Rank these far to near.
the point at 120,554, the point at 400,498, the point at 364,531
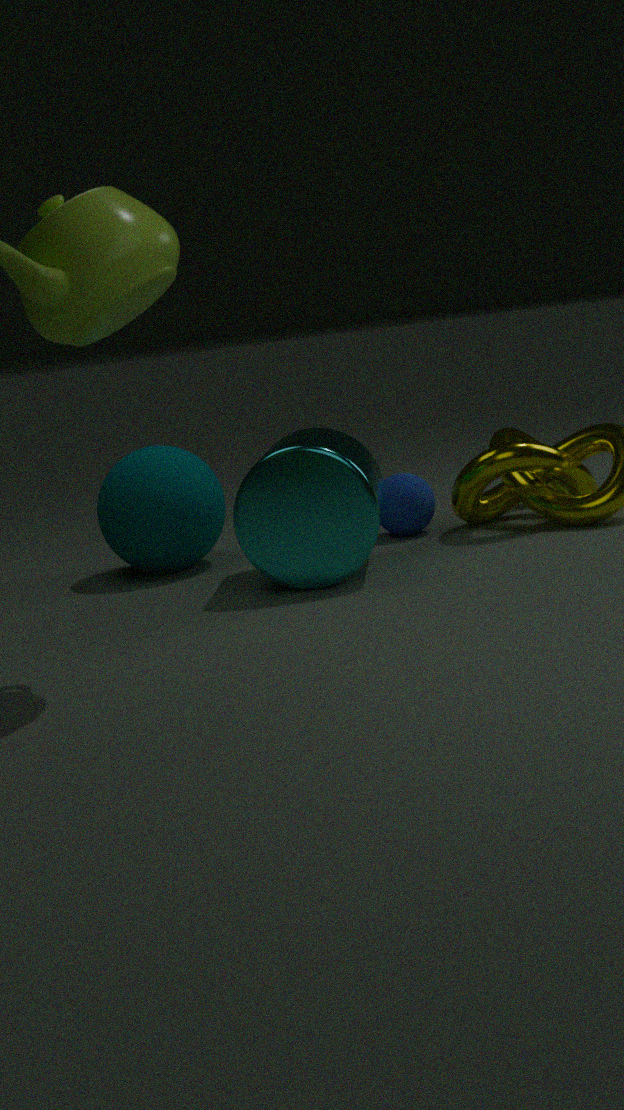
the point at 400,498
the point at 120,554
the point at 364,531
